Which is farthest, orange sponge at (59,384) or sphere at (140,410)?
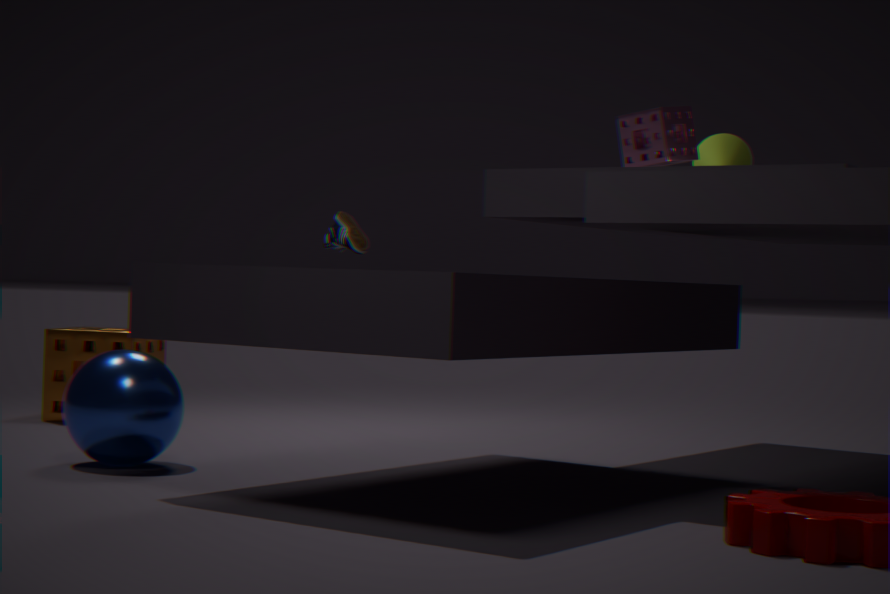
orange sponge at (59,384)
